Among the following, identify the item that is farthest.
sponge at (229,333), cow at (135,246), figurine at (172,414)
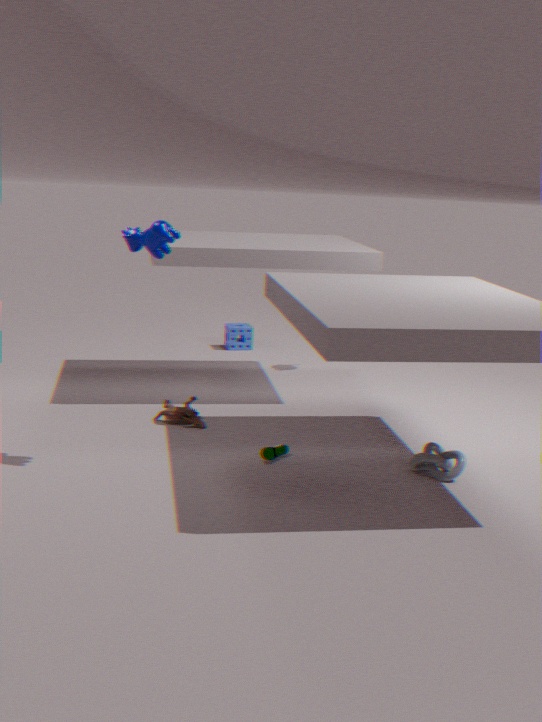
sponge at (229,333)
